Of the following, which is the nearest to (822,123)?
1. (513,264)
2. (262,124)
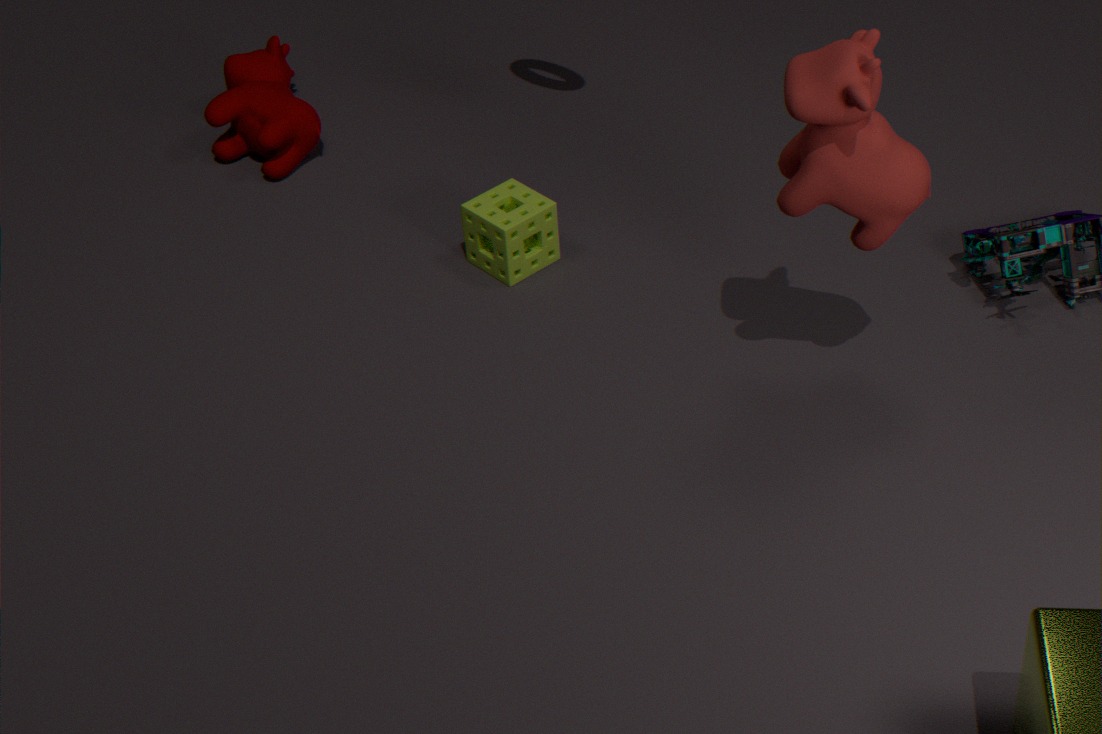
(513,264)
